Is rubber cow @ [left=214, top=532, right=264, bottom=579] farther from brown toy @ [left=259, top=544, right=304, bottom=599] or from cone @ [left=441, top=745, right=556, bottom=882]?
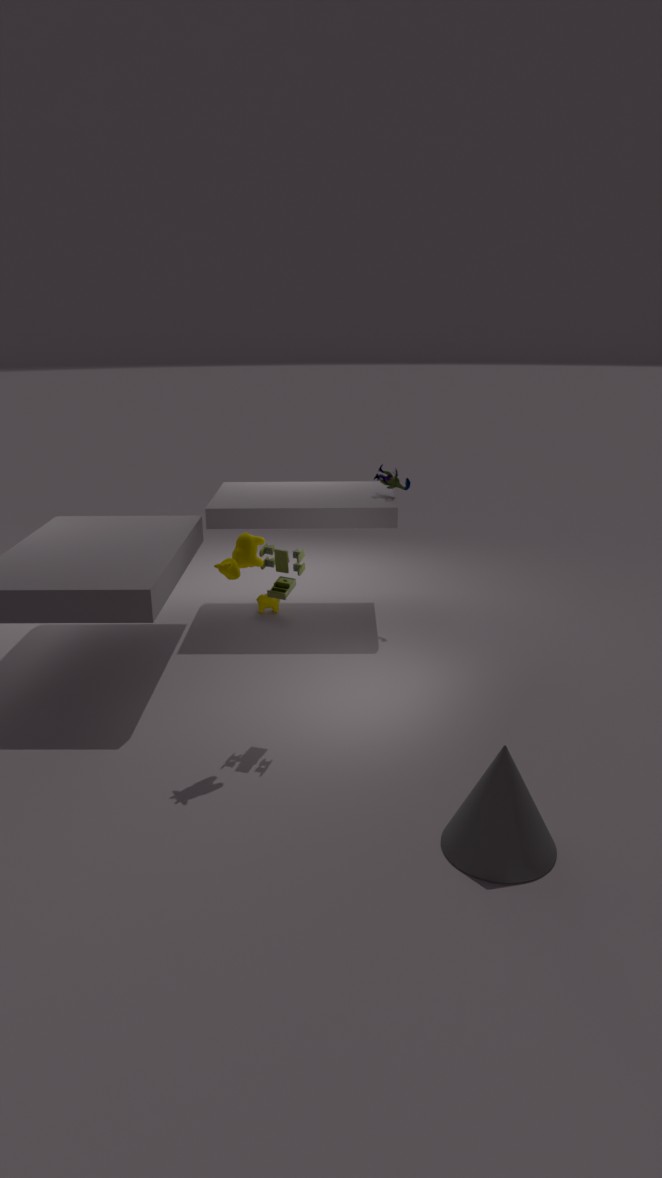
cone @ [left=441, top=745, right=556, bottom=882]
